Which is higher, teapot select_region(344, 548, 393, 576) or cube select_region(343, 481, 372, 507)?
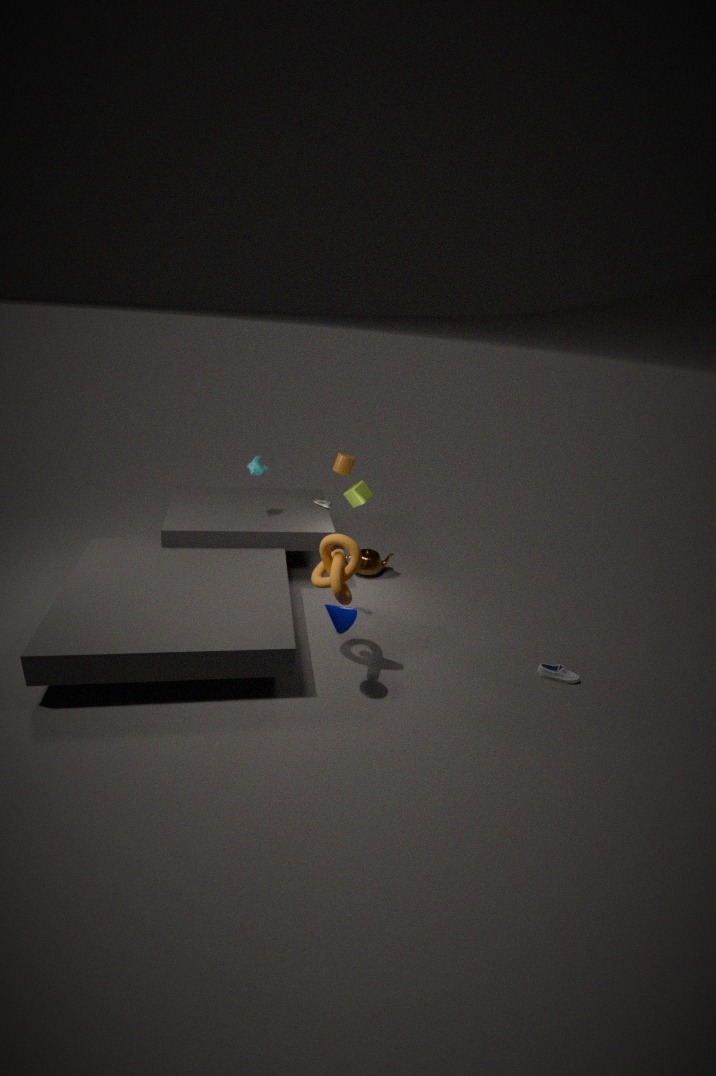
cube select_region(343, 481, 372, 507)
